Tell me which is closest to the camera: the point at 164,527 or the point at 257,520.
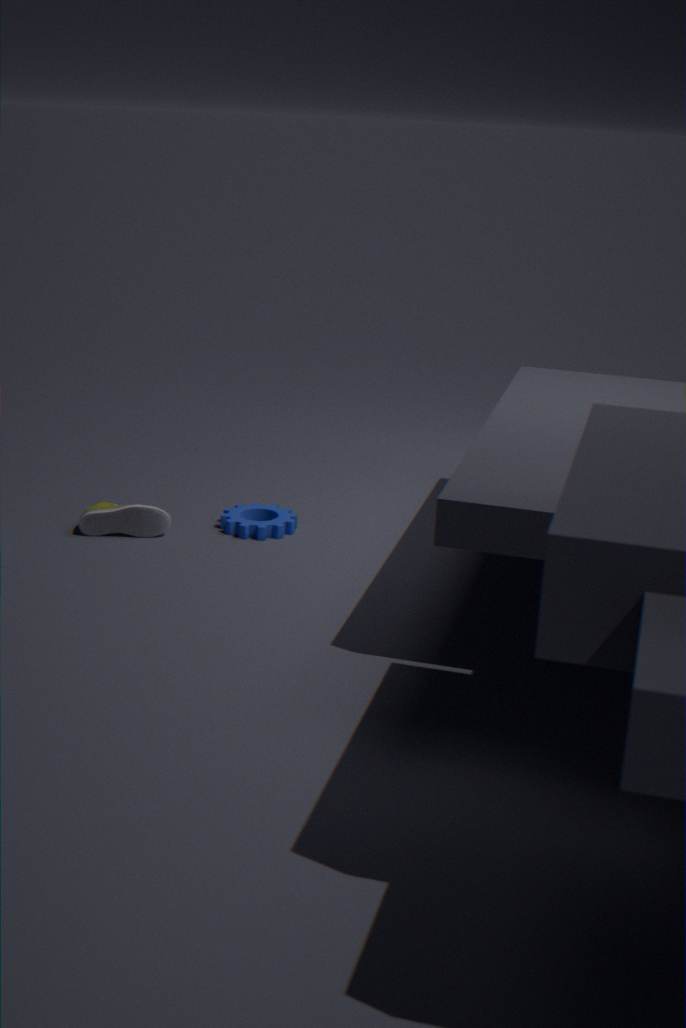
the point at 164,527
